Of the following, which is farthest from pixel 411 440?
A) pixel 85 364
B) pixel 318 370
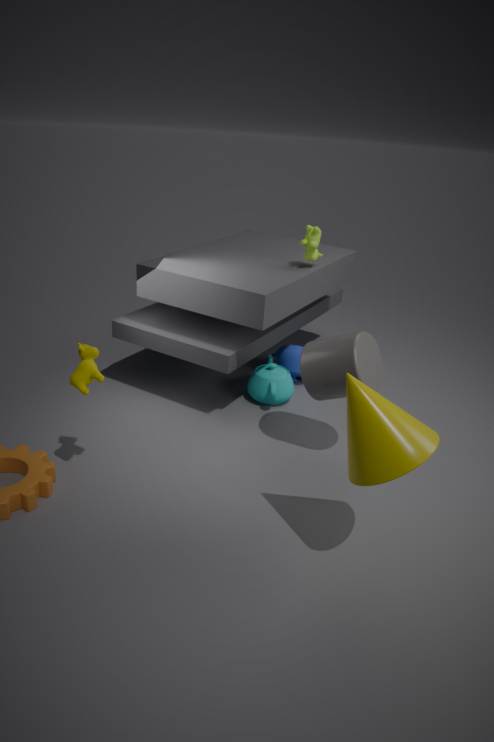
pixel 85 364
